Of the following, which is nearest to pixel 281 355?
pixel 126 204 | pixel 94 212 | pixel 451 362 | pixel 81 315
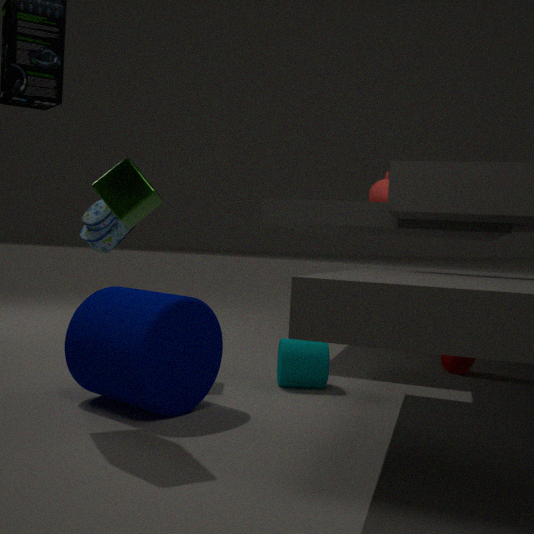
pixel 81 315
